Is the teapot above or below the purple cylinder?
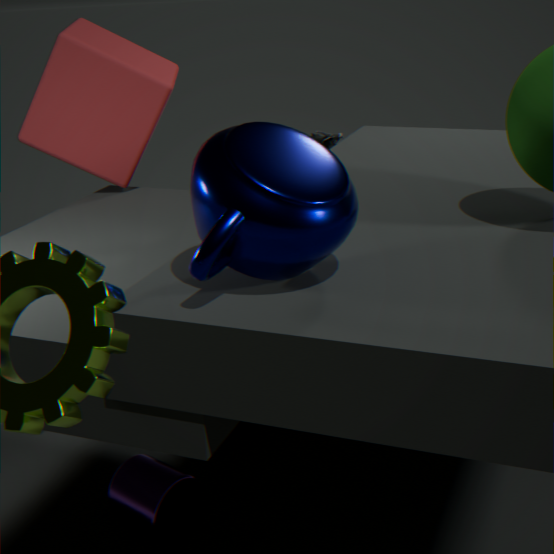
above
